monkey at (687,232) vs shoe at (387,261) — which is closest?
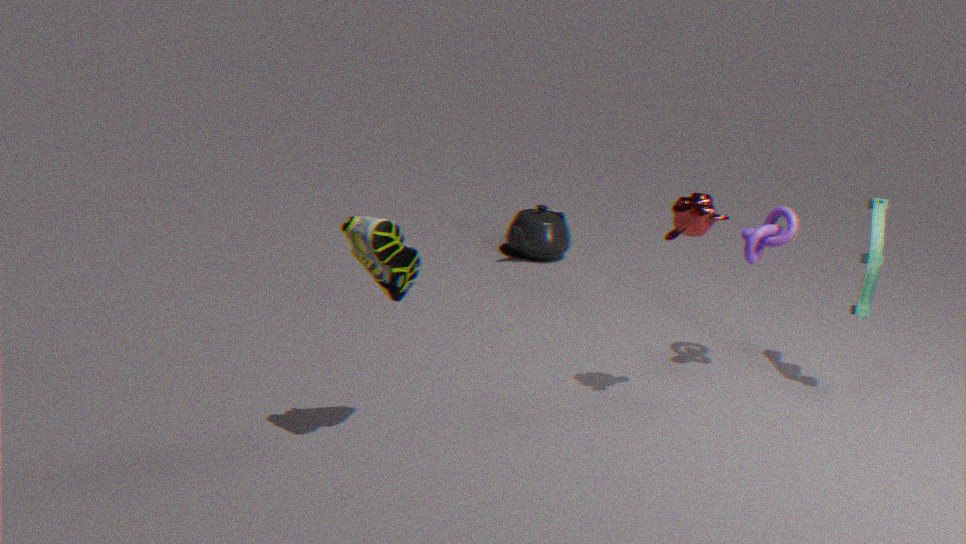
shoe at (387,261)
